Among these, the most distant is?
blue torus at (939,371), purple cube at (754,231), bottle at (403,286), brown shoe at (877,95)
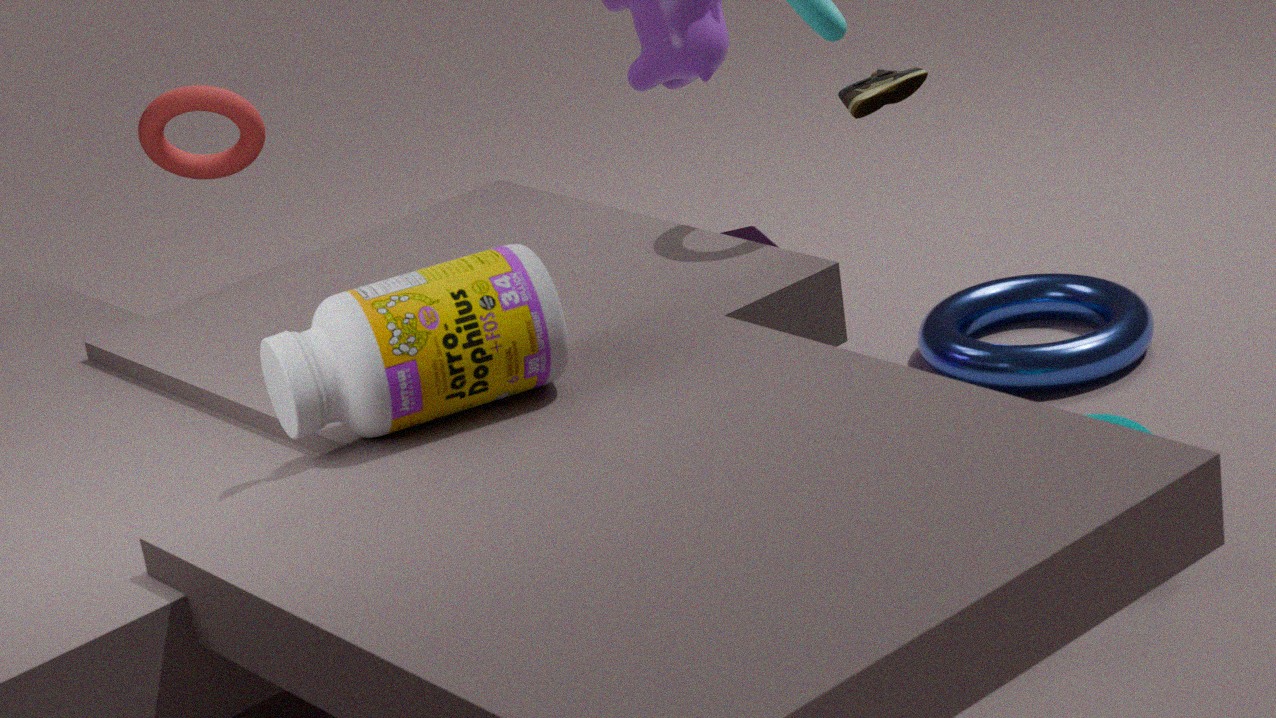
purple cube at (754,231)
